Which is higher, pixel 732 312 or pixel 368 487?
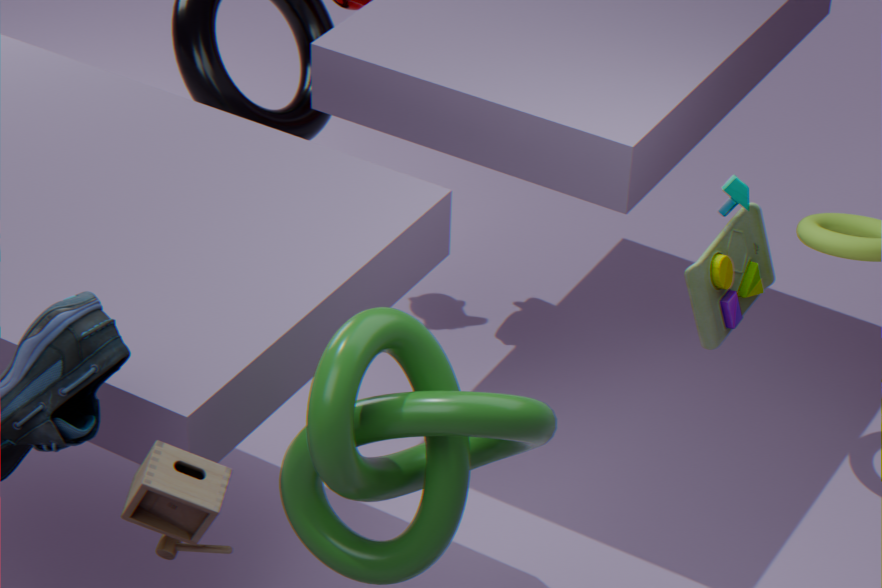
pixel 732 312
